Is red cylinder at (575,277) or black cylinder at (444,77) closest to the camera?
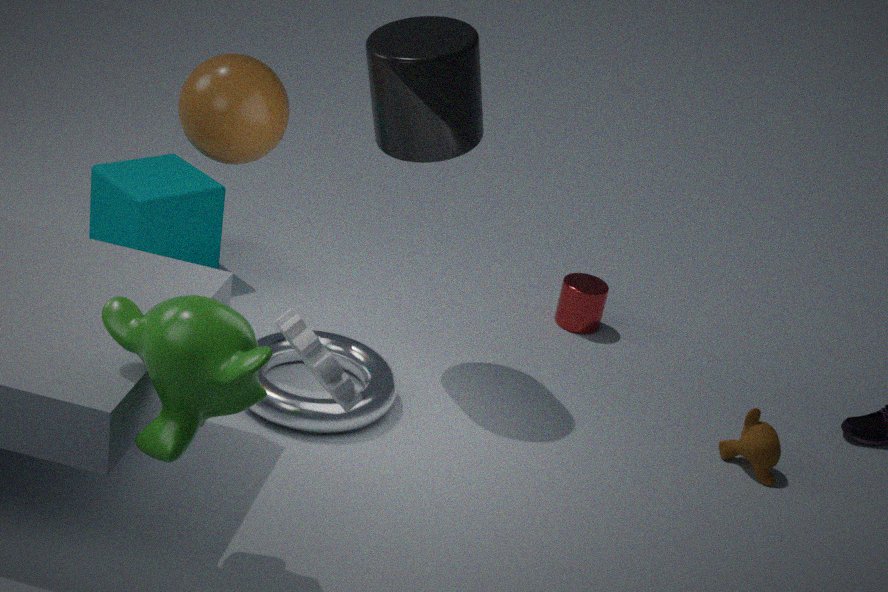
black cylinder at (444,77)
